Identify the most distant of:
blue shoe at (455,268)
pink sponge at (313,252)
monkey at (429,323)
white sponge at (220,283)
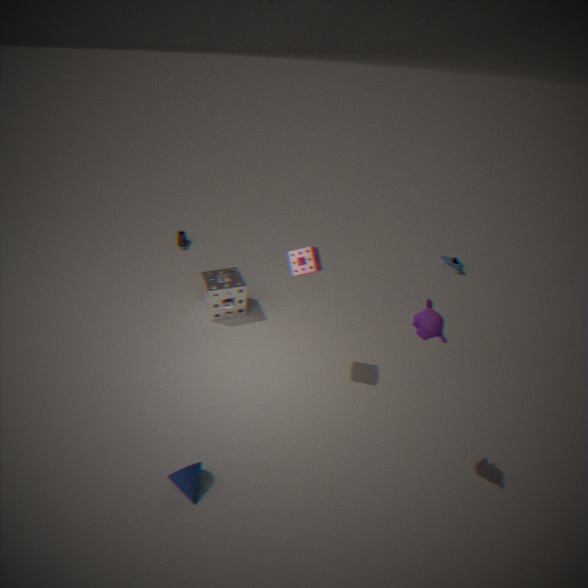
blue shoe at (455,268)
